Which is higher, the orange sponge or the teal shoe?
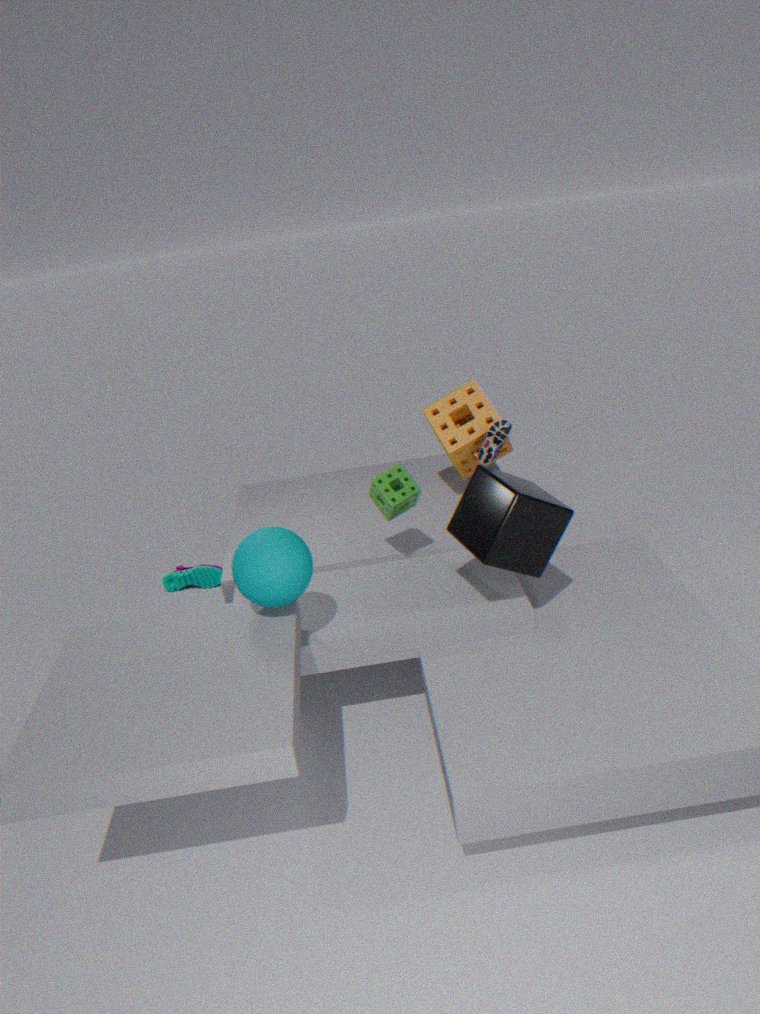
the orange sponge
